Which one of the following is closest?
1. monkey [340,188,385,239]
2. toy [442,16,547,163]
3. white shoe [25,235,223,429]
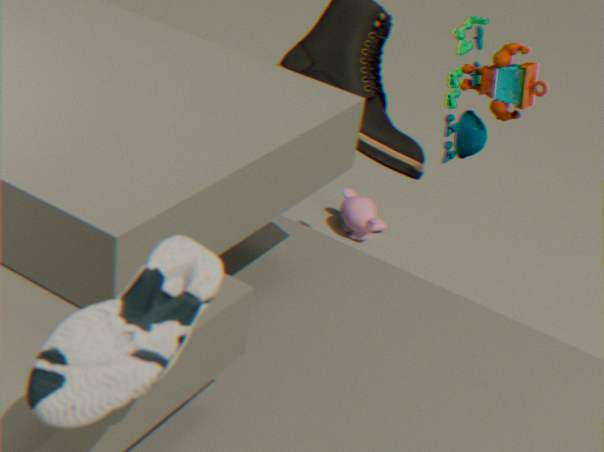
white shoe [25,235,223,429]
